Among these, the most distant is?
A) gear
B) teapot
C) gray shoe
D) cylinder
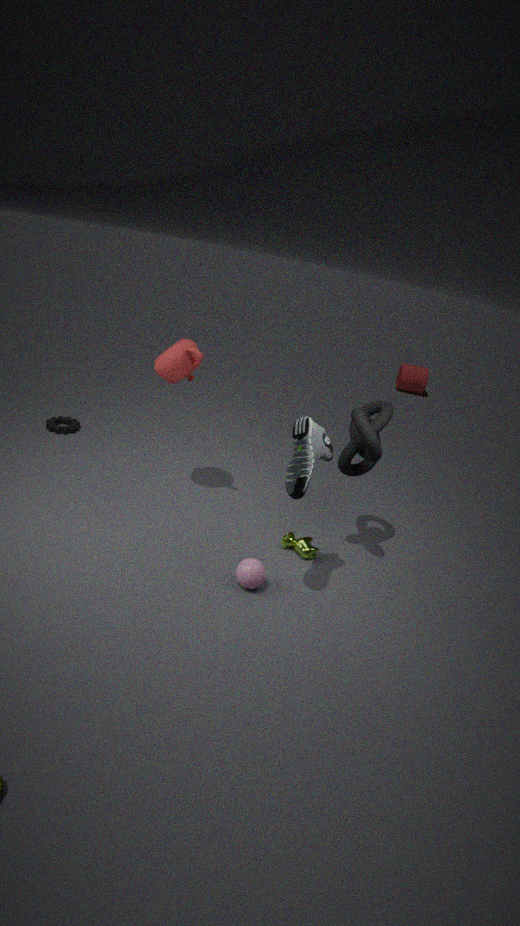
cylinder
